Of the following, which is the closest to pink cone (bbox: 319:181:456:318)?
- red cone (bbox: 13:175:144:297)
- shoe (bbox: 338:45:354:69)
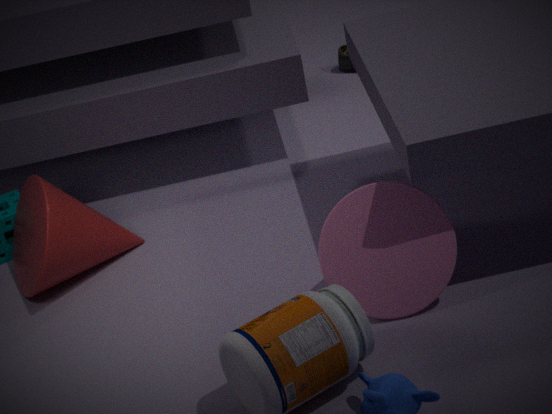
red cone (bbox: 13:175:144:297)
